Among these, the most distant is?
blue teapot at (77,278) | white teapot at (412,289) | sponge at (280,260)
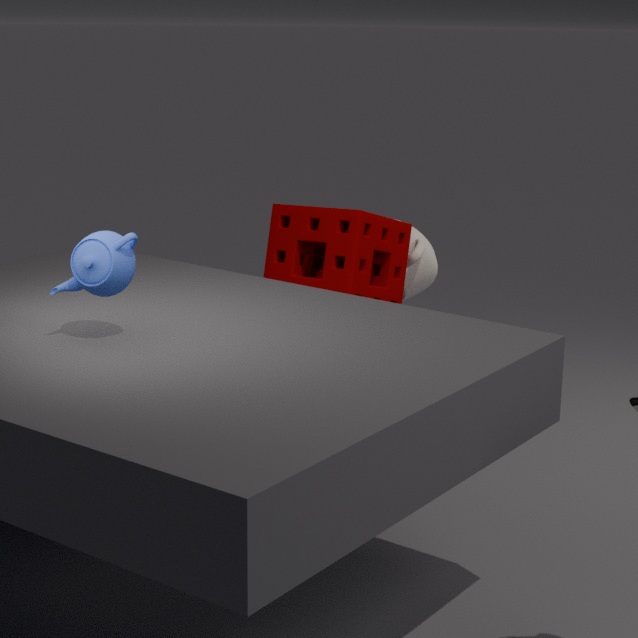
white teapot at (412,289)
